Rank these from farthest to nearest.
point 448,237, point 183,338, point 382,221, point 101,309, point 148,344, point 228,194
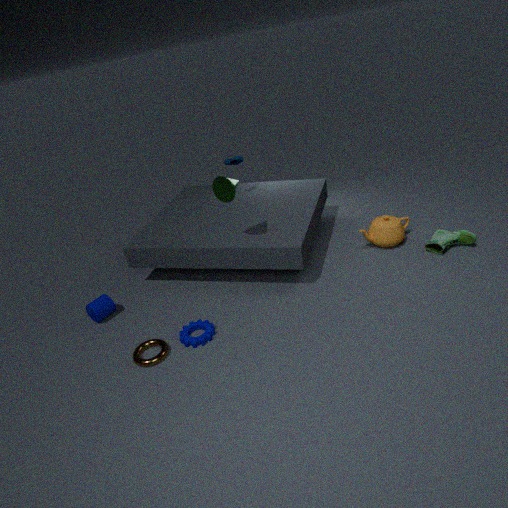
point 382,221, point 448,237, point 101,309, point 228,194, point 148,344, point 183,338
